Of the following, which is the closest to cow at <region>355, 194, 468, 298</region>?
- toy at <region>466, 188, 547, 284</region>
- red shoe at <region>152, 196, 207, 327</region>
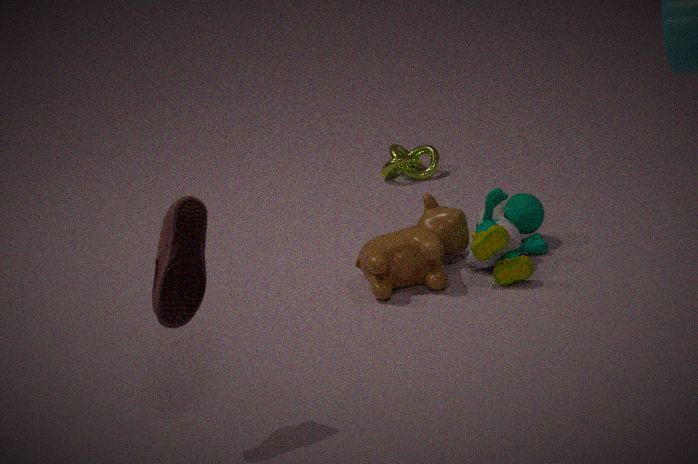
toy at <region>466, 188, 547, 284</region>
